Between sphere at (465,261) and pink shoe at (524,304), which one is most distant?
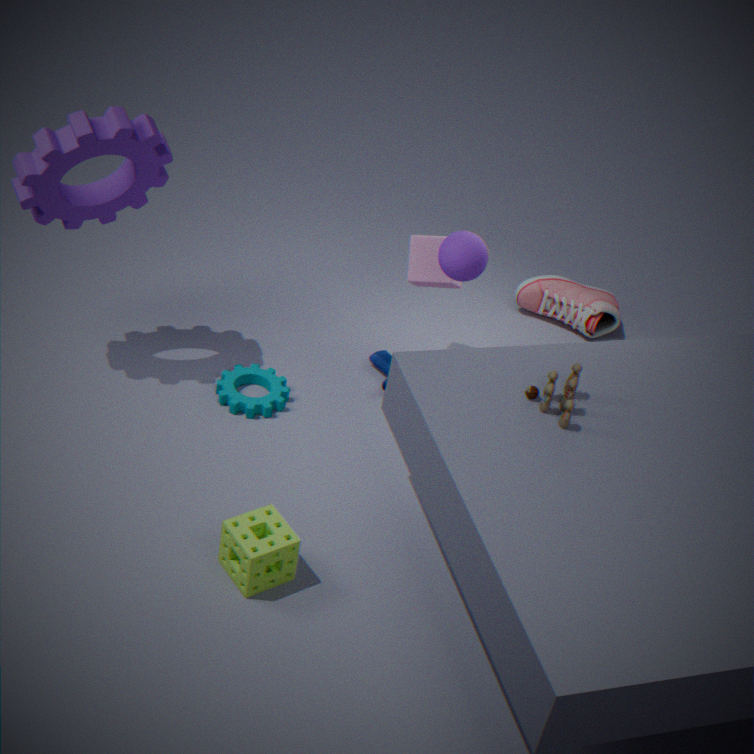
pink shoe at (524,304)
